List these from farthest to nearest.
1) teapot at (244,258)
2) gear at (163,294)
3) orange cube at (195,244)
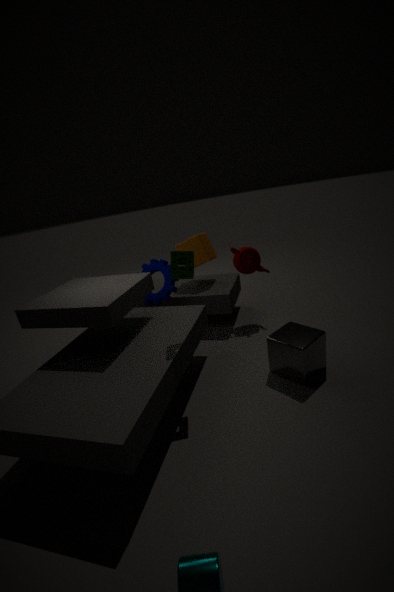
3. orange cube at (195,244)
1. teapot at (244,258)
2. gear at (163,294)
